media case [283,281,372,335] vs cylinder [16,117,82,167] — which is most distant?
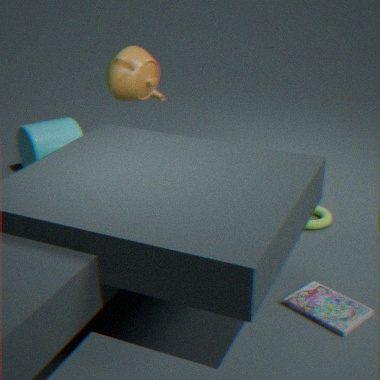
cylinder [16,117,82,167]
